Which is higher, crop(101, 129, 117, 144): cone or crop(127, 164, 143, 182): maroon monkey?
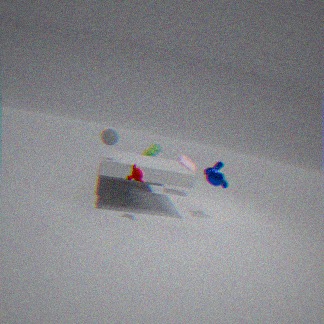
crop(101, 129, 117, 144): cone
